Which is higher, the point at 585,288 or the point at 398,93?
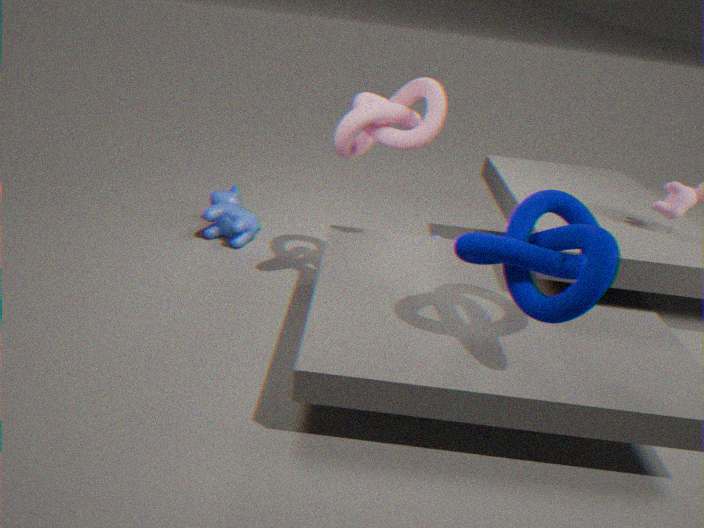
the point at 398,93
